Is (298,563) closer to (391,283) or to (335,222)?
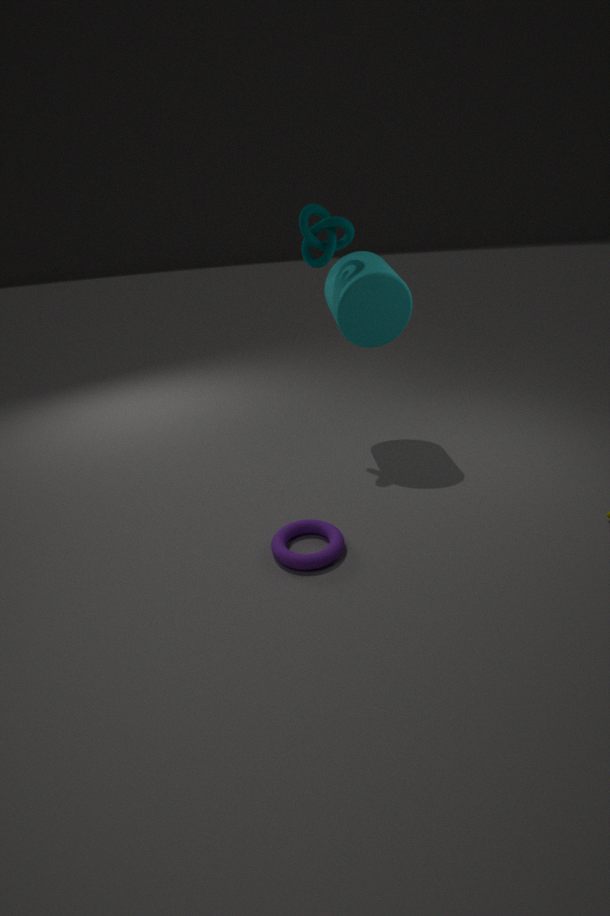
(391,283)
